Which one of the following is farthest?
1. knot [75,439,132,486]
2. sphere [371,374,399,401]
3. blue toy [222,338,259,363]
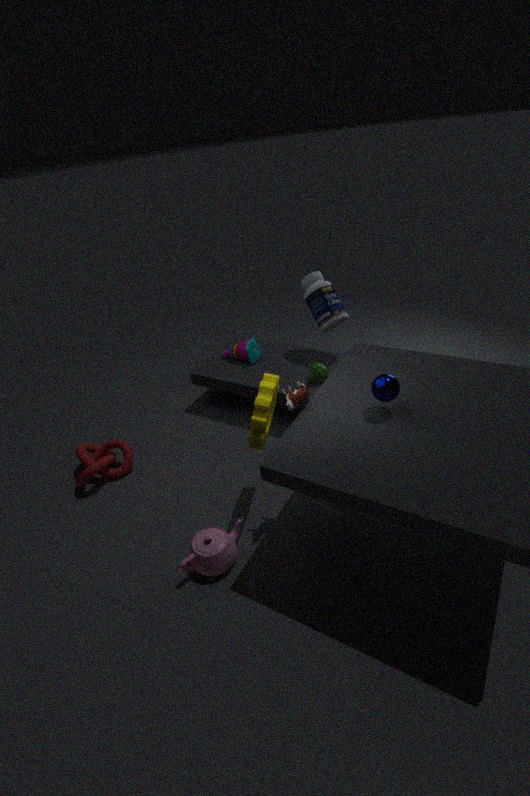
blue toy [222,338,259,363]
